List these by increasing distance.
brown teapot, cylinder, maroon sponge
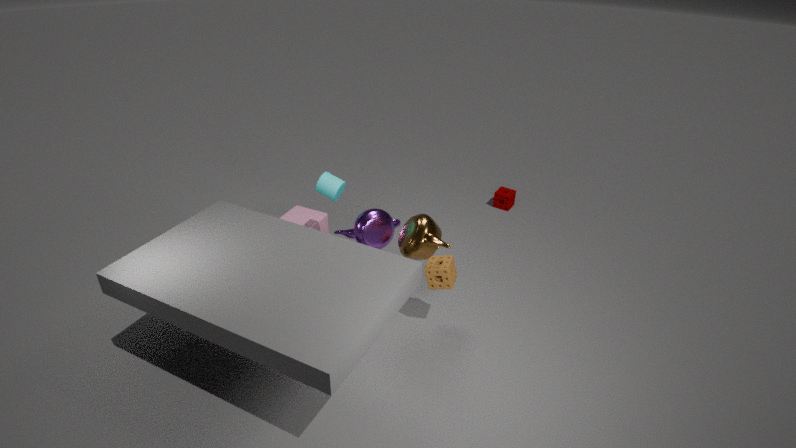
brown teapot < cylinder < maroon sponge
